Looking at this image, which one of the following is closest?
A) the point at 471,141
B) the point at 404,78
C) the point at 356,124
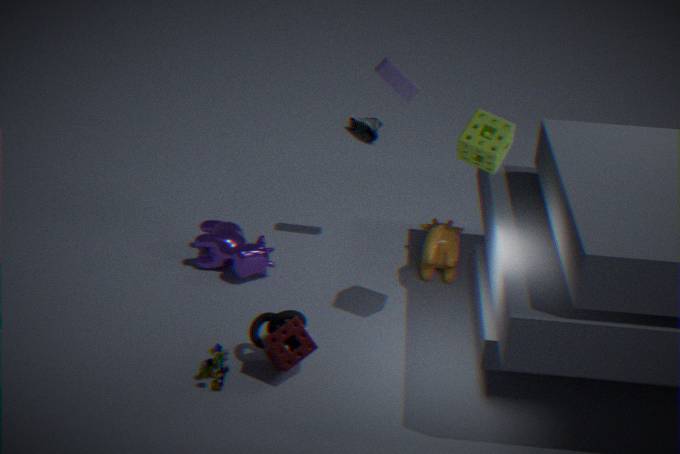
the point at 471,141
